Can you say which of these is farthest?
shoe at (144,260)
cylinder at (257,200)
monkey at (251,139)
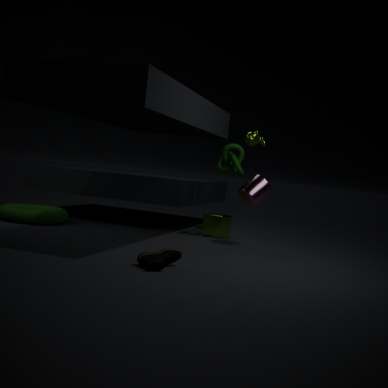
monkey at (251,139)
